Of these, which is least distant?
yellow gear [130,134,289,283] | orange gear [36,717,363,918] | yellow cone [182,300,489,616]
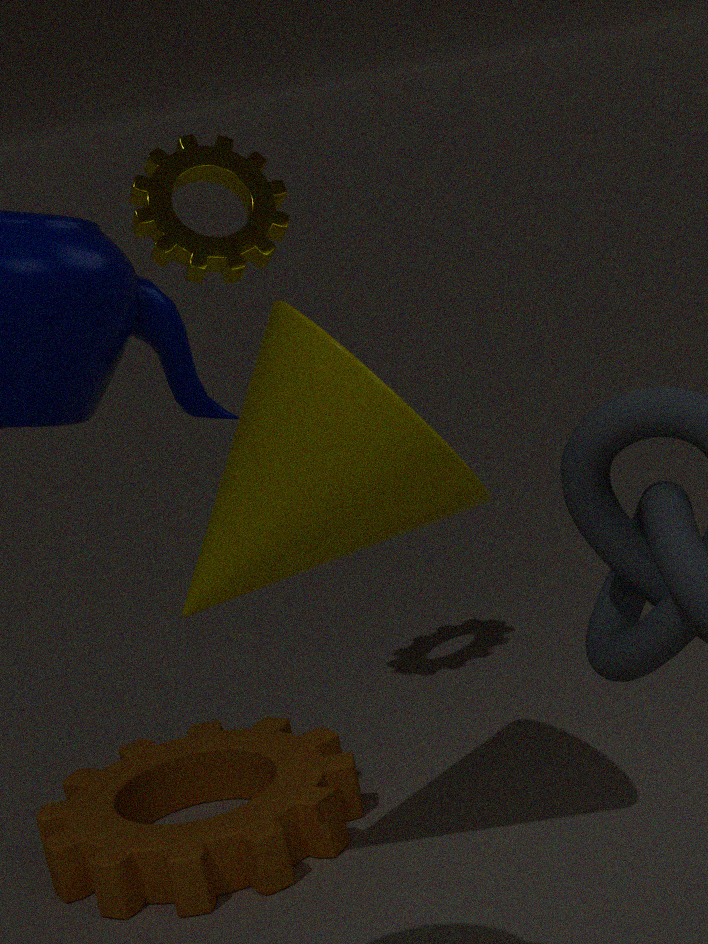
yellow cone [182,300,489,616]
